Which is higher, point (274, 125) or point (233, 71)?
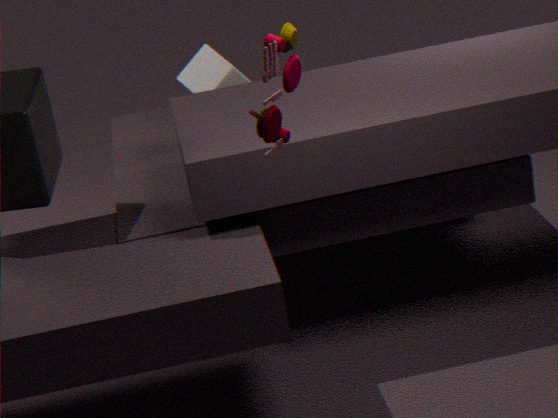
point (274, 125)
